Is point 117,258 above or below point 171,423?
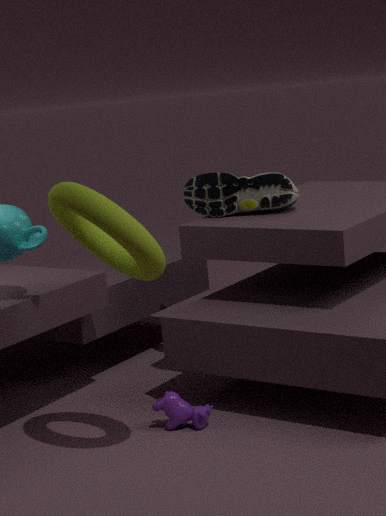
above
